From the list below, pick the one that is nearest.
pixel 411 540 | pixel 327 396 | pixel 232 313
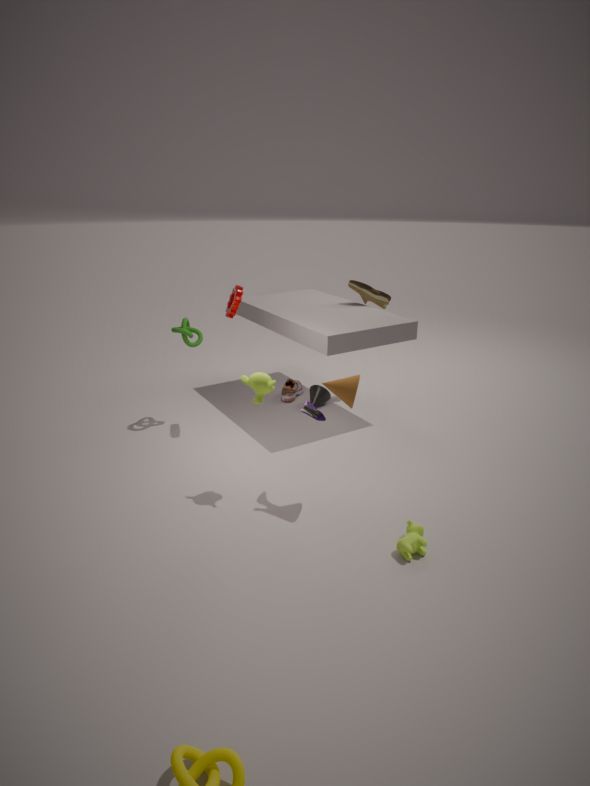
pixel 411 540
